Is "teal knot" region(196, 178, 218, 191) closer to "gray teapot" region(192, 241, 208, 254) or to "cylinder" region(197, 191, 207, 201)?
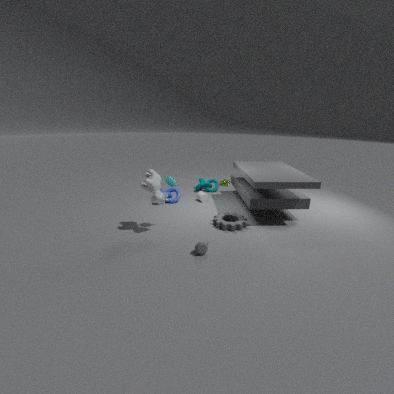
"cylinder" region(197, 191, 207, 201)
